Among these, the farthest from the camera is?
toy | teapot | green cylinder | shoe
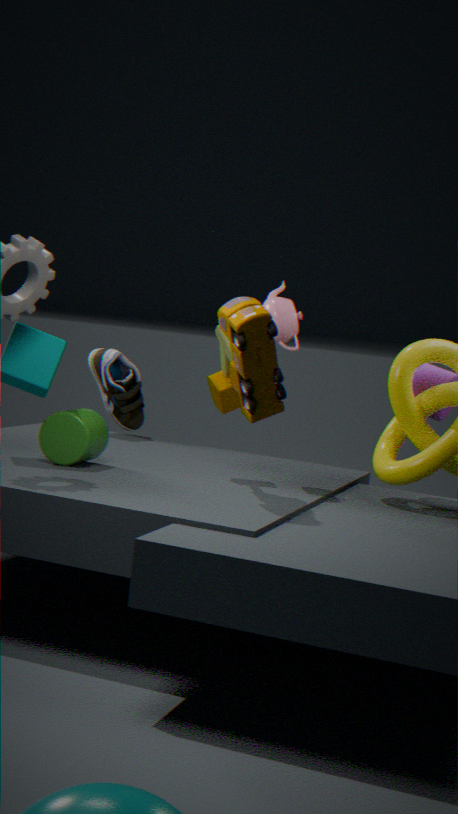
shoe
